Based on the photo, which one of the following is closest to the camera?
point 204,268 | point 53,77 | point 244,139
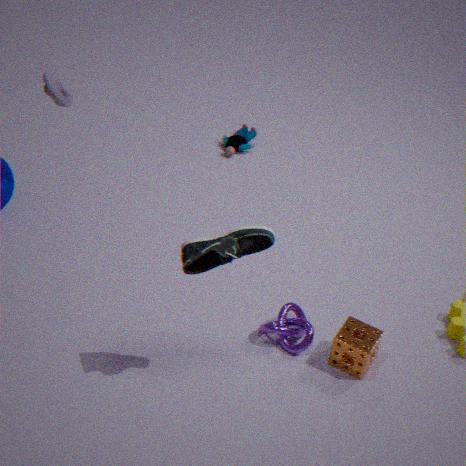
point 204,268
